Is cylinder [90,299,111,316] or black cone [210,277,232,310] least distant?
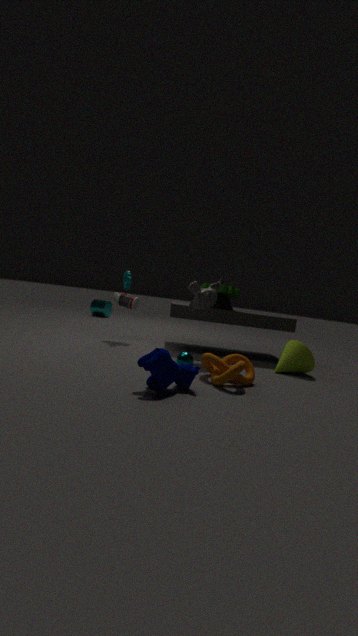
black cone [210,277,232,310]
